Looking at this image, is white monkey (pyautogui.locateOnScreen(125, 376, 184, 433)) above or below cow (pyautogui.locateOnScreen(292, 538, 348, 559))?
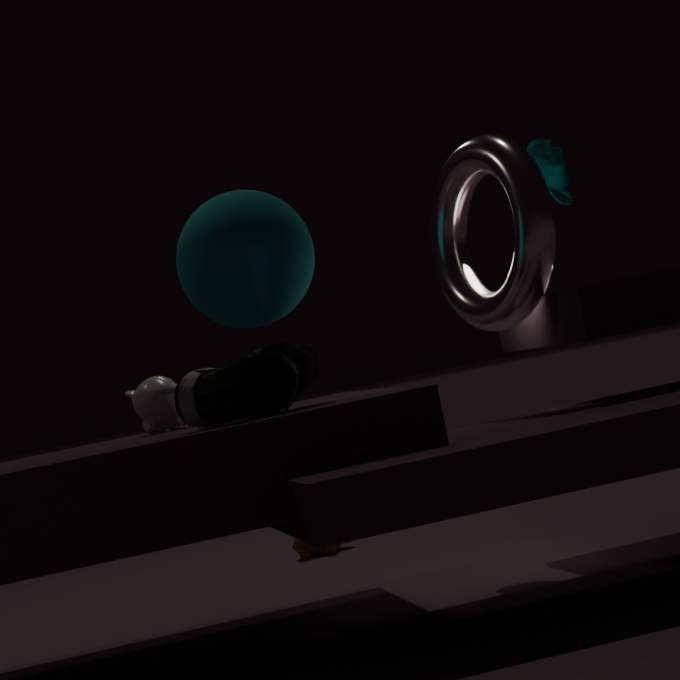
above
